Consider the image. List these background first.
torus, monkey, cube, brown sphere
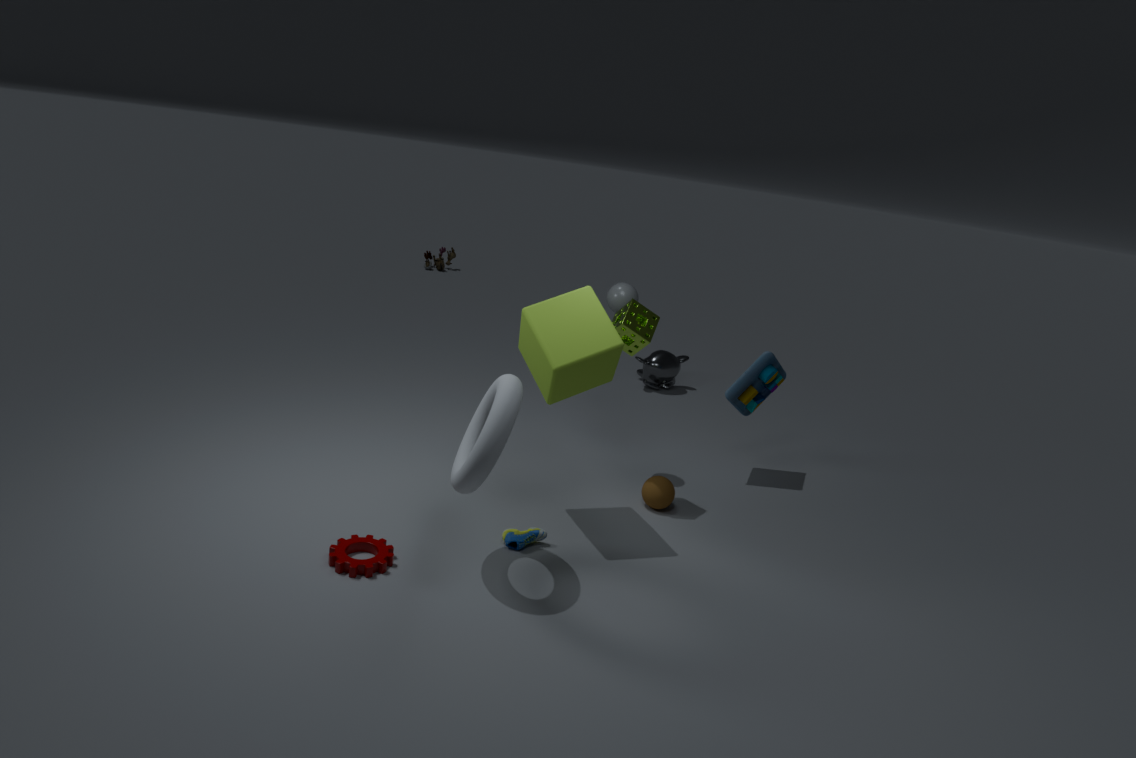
1. monkey
2. brown sphere
3. cube
4. torus
